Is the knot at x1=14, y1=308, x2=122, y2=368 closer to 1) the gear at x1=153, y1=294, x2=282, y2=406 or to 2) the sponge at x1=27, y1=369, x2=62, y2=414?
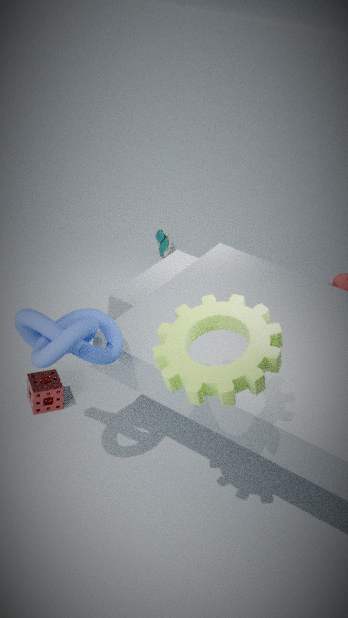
1) the gear at x1=153, y1=294, x2=282, y2=406
